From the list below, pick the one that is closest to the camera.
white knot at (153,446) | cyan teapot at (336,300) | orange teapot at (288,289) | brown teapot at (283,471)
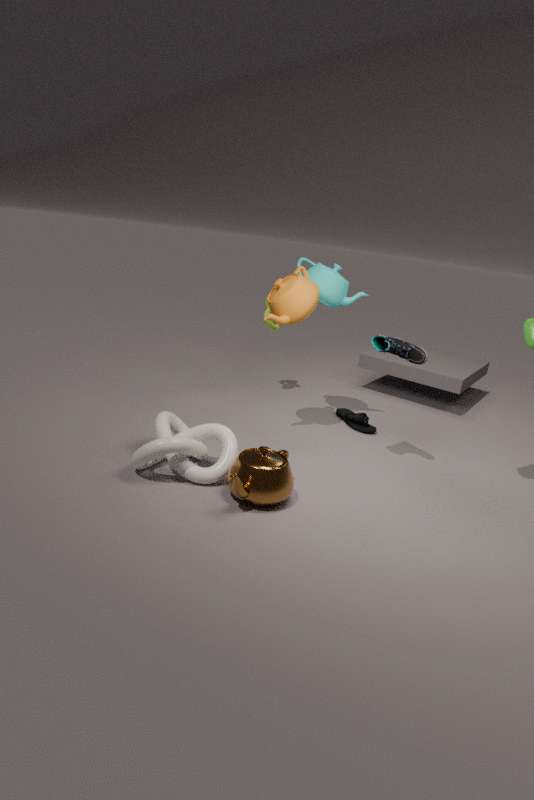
brown teapot at (283,471)
